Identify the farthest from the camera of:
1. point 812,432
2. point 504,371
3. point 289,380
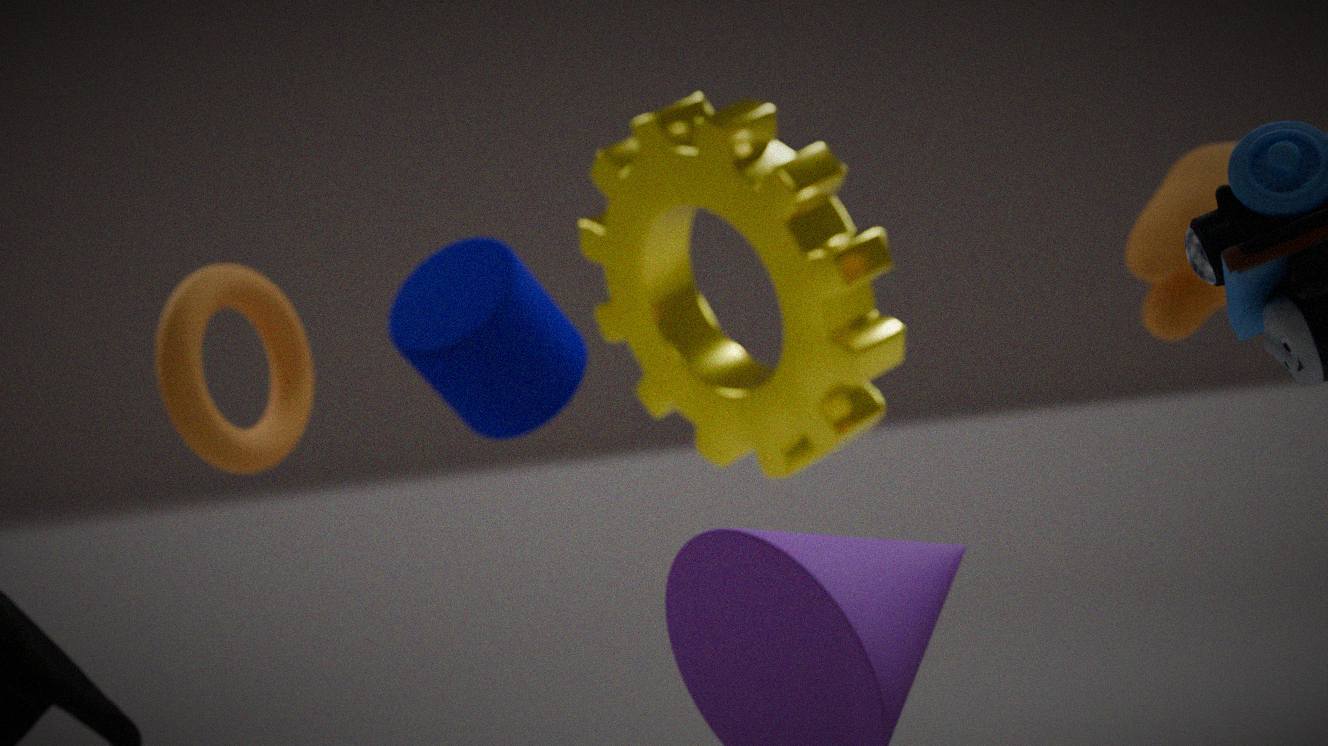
point 812,432
